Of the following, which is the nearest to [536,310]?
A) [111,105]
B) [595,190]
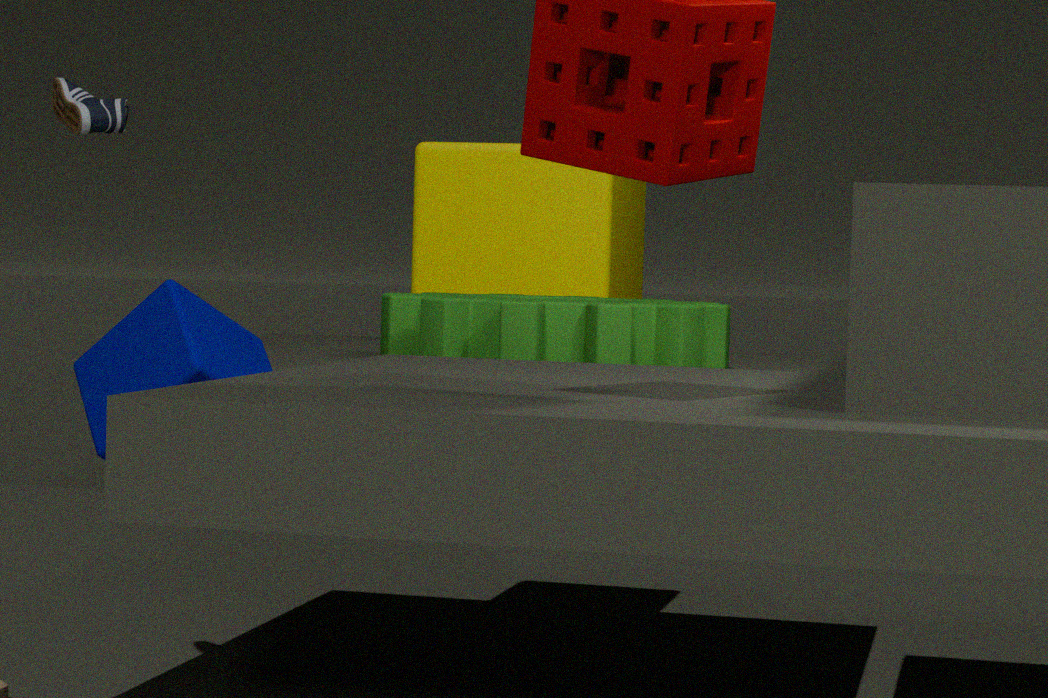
[595,190]
